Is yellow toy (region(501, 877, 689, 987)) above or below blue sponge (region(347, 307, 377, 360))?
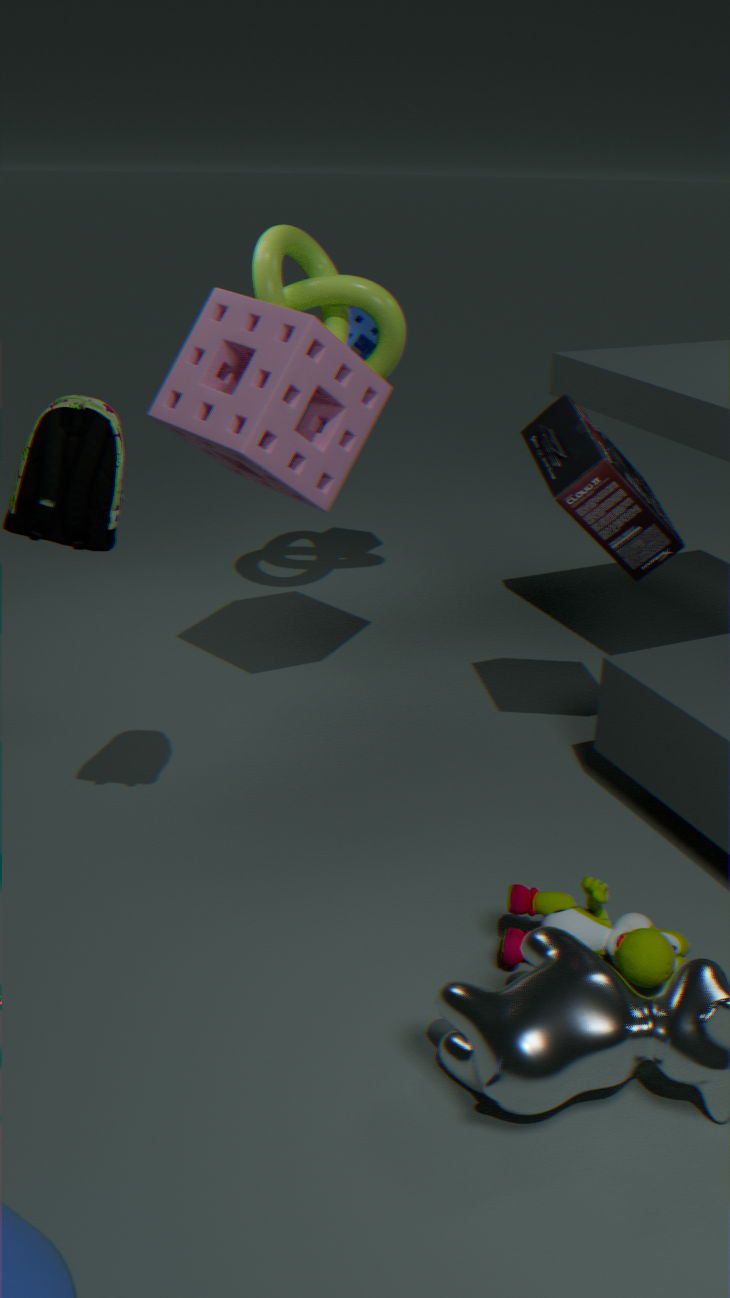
below
